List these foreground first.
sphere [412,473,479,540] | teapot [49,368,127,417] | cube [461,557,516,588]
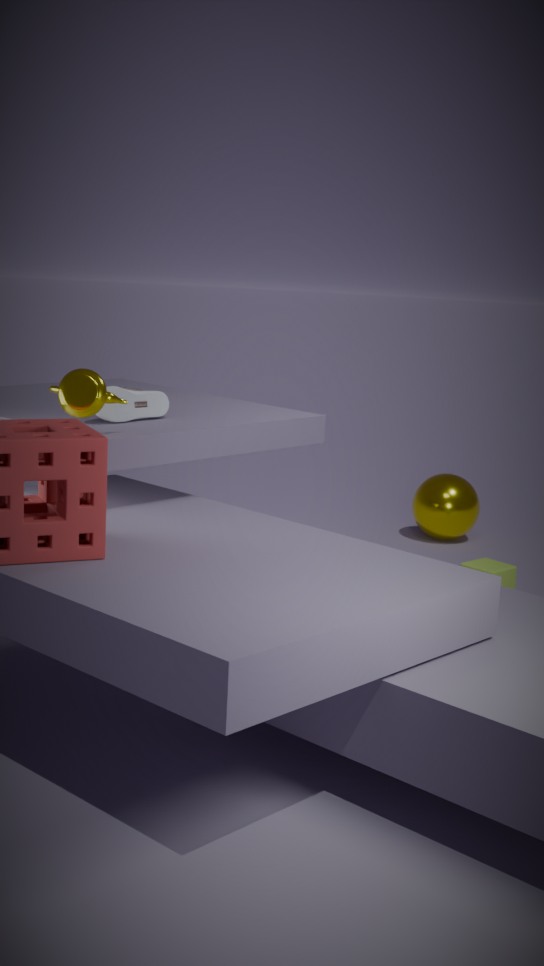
teapot [49,368,127,417]
cube [461,557,516,588]
sphere [412,473,479,540]
